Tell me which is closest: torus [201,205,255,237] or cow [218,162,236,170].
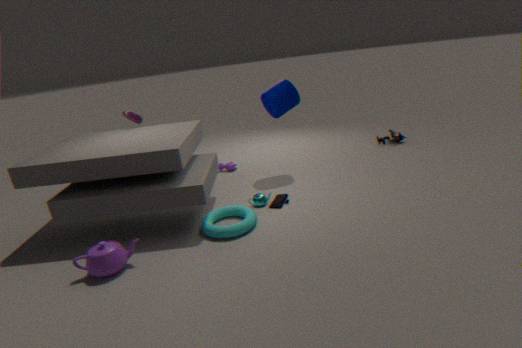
torus [201,205,255,237]
